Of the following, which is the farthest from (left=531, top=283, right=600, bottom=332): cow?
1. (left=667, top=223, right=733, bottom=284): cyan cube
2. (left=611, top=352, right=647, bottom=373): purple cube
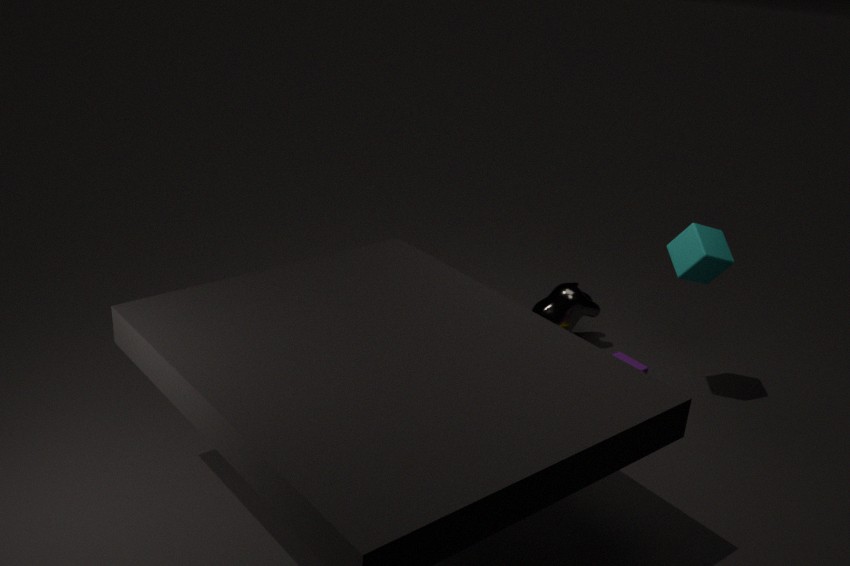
(left=667, top=223, right=733, bottom=284): cyan cube
